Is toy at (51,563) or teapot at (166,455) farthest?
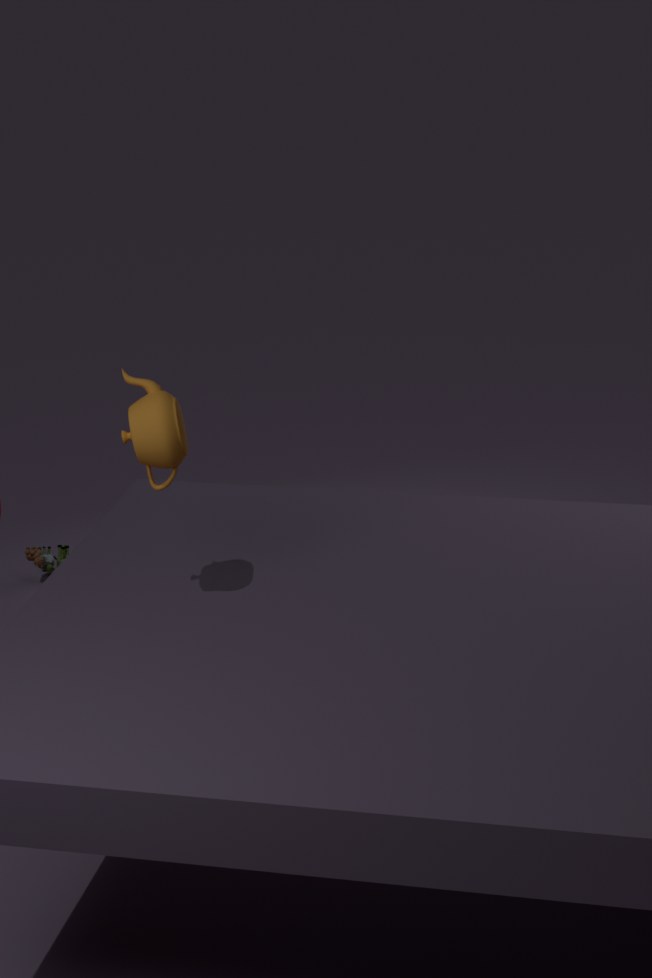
toy at (51,563)
